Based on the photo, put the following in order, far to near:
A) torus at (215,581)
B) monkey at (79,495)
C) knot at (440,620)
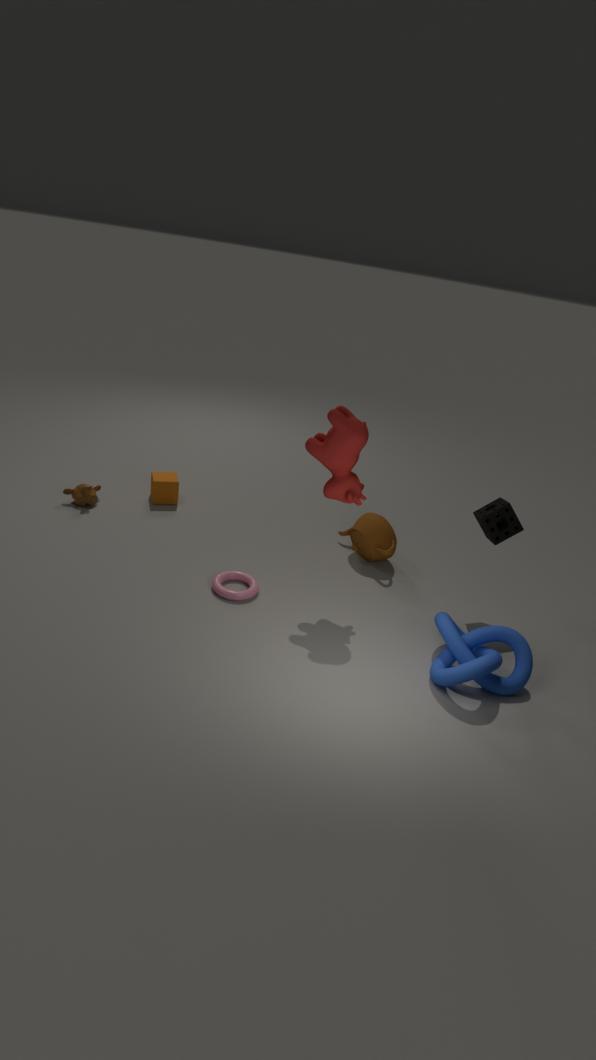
monkey at (79,495) < torus at (215,581) < knot at (440,620)
